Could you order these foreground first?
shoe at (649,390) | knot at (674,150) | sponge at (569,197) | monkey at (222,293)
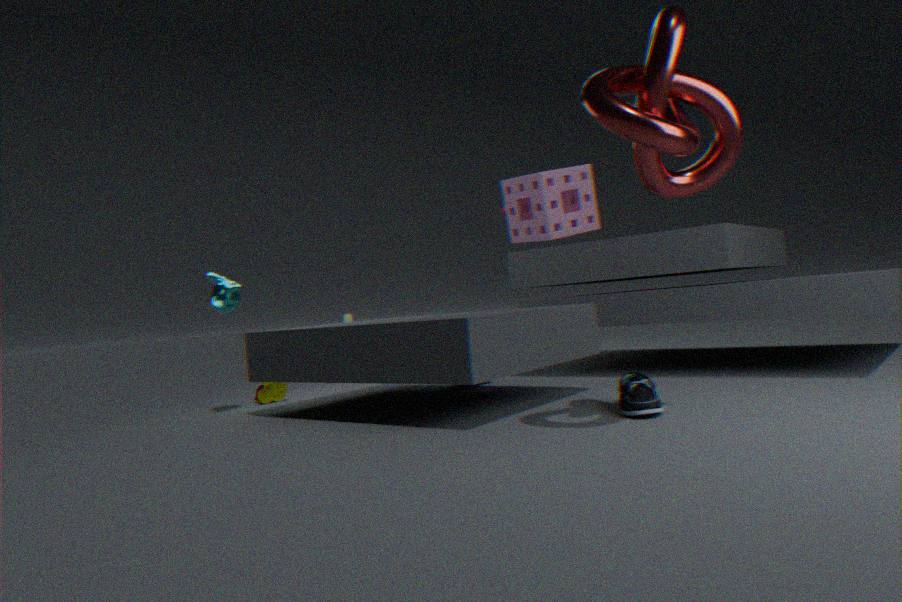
knot at (674,150) → shoe at (649,390) → monkey at (222,293) → sponge at (569,197)
